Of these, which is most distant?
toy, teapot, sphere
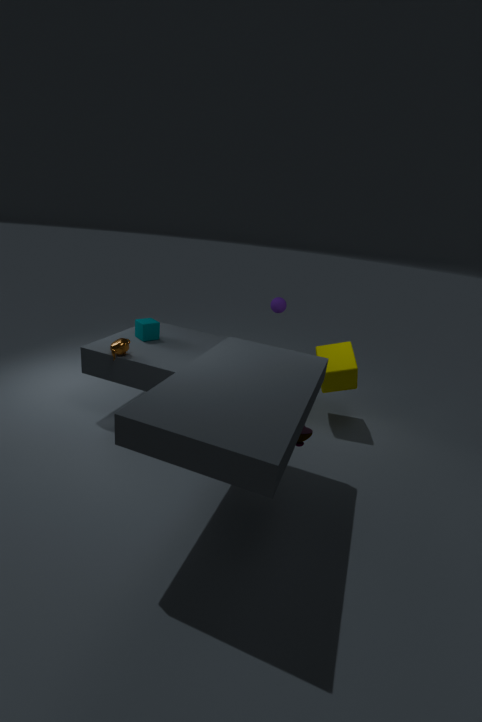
sphere
